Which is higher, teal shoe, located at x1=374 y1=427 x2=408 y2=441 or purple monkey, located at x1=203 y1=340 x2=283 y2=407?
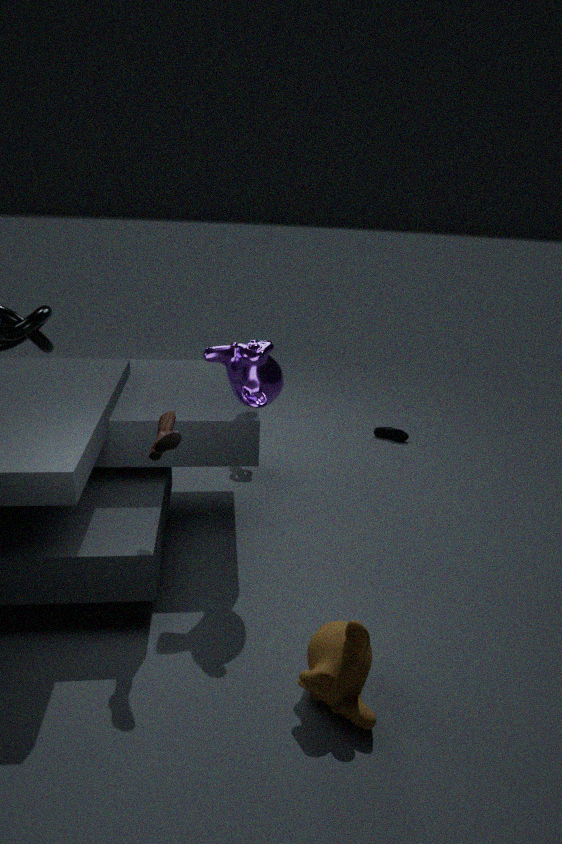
purple monkey, located at x1=203 y1=340 x2=283 y2=407
